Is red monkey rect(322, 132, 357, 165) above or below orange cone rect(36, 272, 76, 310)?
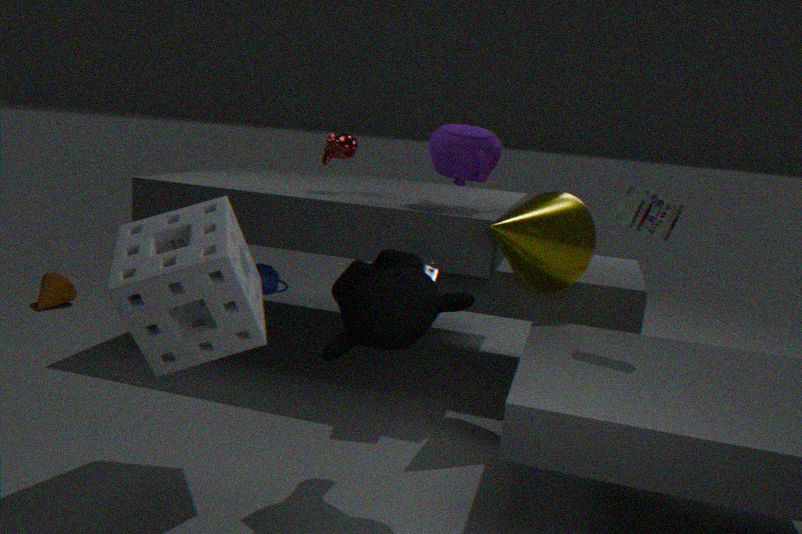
above
